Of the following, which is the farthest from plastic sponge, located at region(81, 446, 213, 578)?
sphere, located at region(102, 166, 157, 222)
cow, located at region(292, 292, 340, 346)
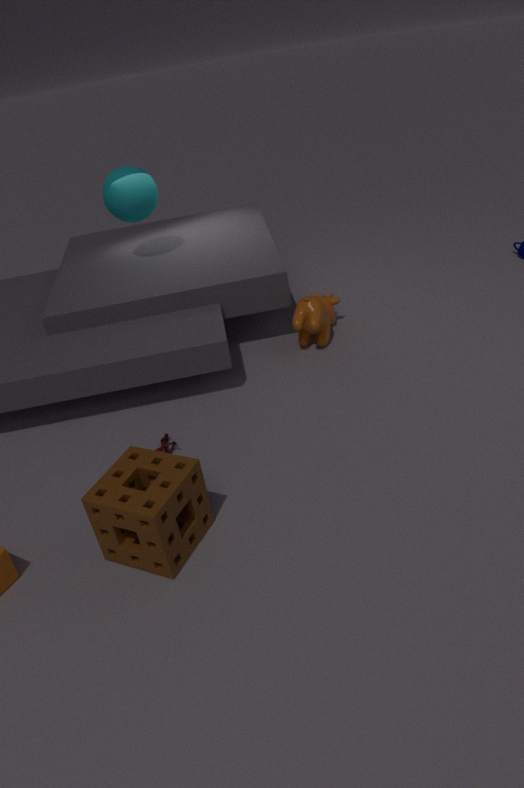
sphere, located at region(102, 166, 157, 222)
